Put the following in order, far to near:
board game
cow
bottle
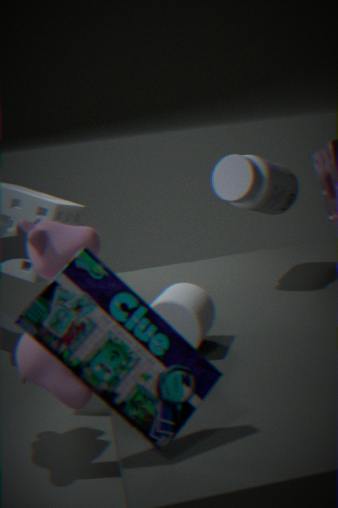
bottle
cow
board game
